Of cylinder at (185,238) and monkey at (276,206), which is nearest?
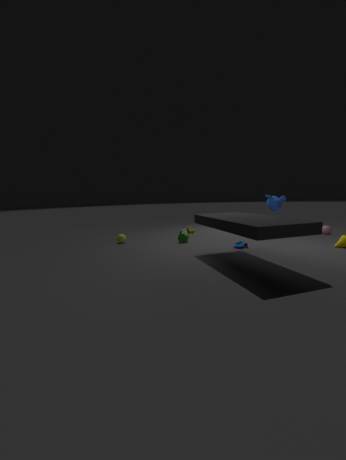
cylinder at (185,238)
